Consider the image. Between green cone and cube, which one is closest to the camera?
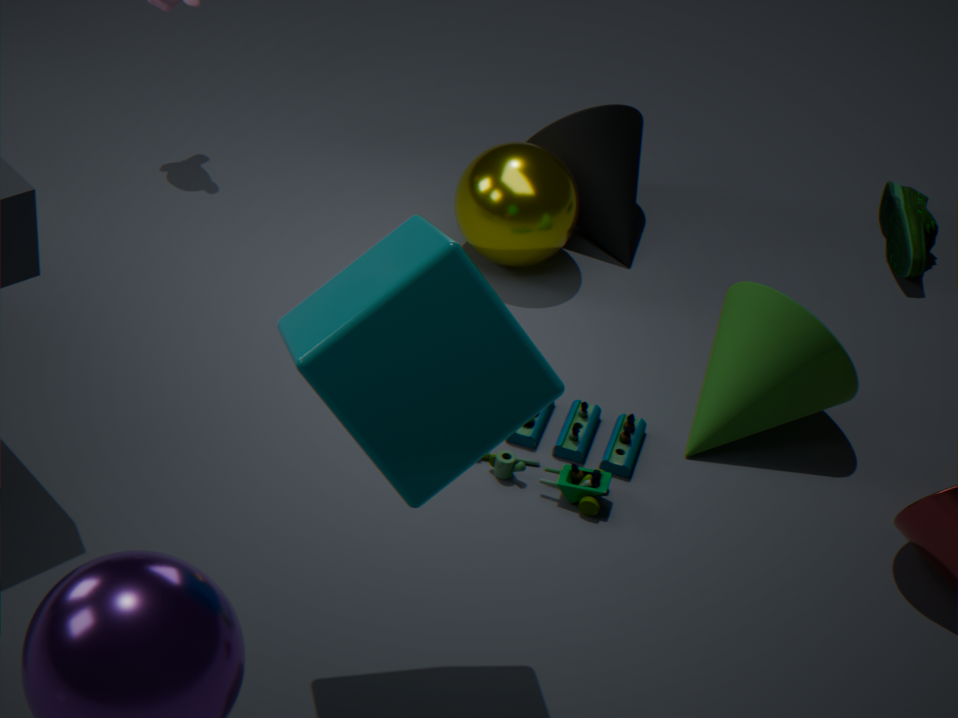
cube
